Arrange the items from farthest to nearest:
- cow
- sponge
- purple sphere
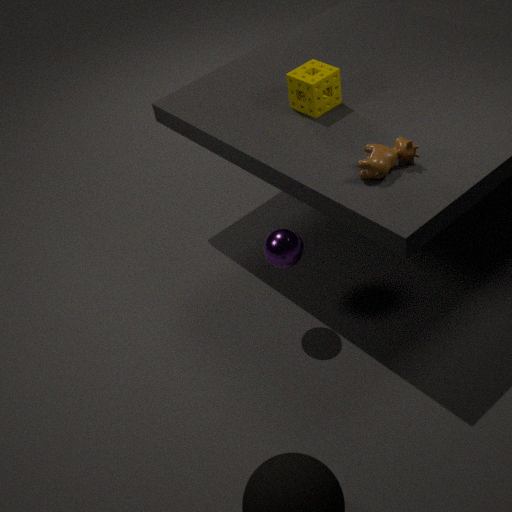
sponge
purple sphere
cow
